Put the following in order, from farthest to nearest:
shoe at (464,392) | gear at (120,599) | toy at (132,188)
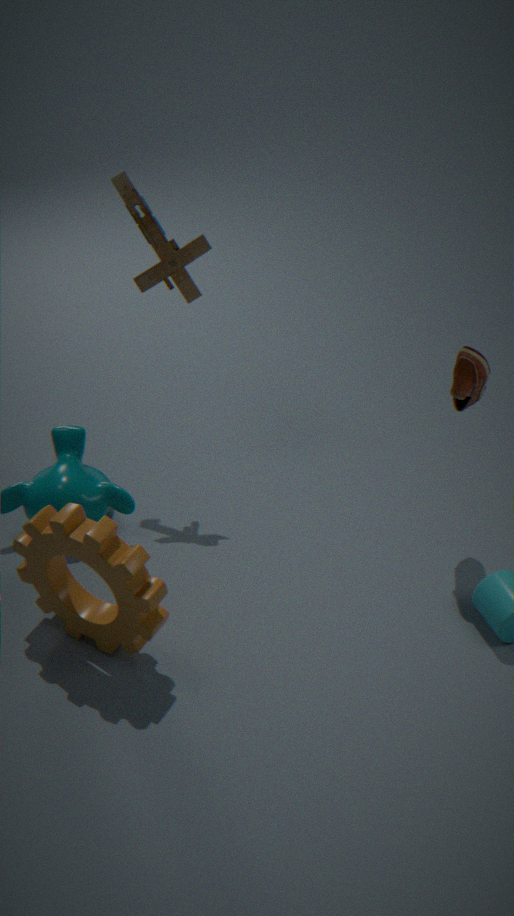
1. toy at (132,188)
2. shoe at (464,392)
3. gear at (120,599)
